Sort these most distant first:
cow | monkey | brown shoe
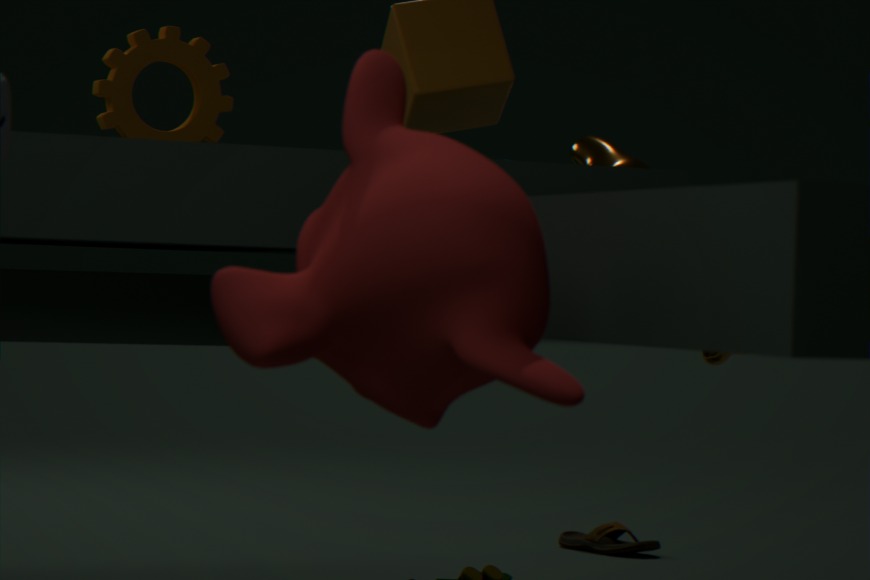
brown shoe < cow < monkey
